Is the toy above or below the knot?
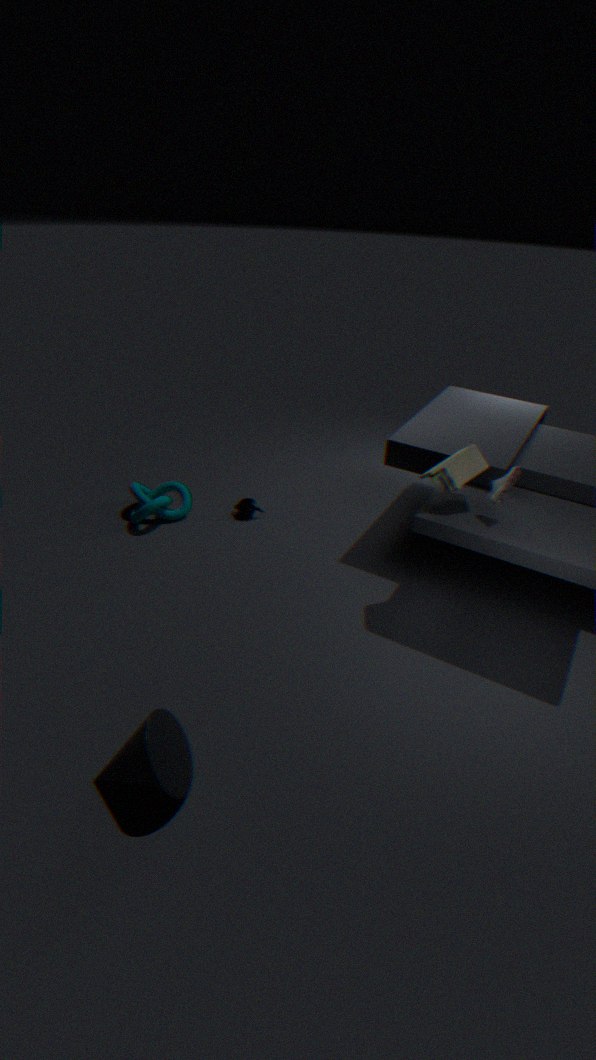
above
